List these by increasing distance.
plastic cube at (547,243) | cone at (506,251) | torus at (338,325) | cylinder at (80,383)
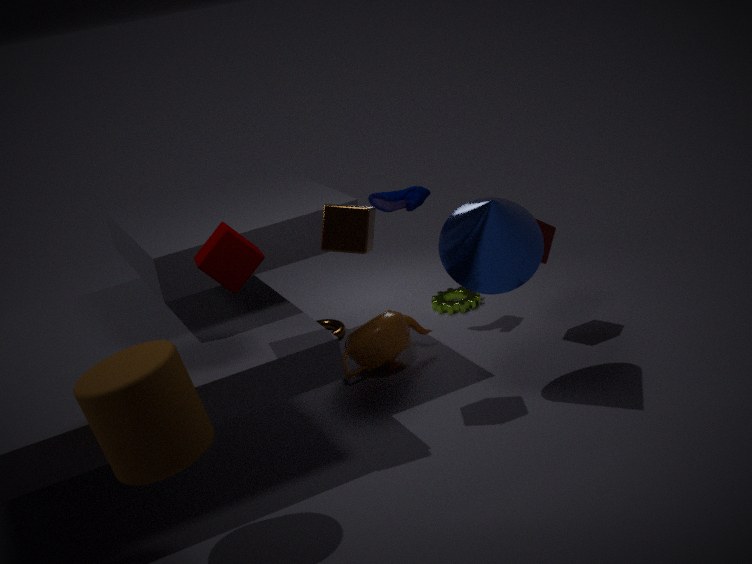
1. cylinder at (80,383)
2. cone at (506,251)
3. plastic cube at (547,243)
4. torus at (338,325)
